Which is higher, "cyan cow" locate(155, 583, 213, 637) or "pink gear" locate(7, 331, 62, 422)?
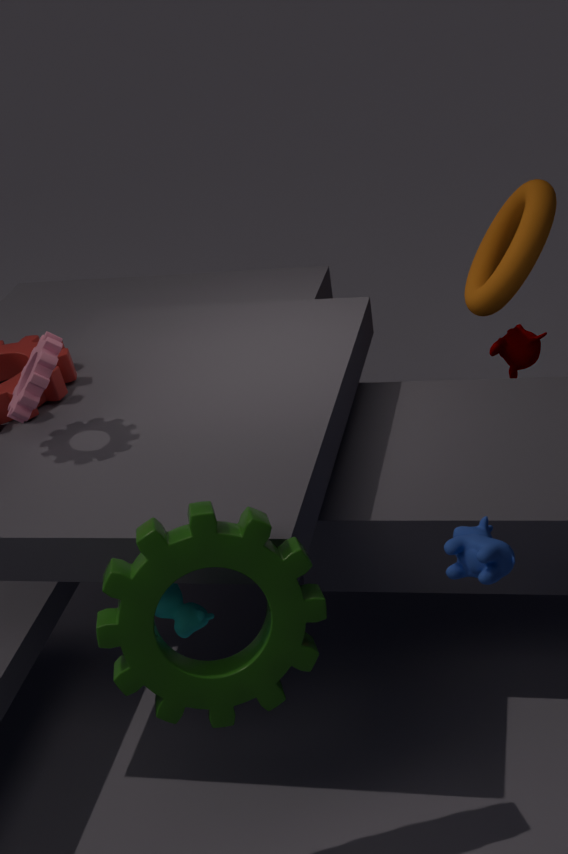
"pink gear" locate(7, 331, 62, 422)
